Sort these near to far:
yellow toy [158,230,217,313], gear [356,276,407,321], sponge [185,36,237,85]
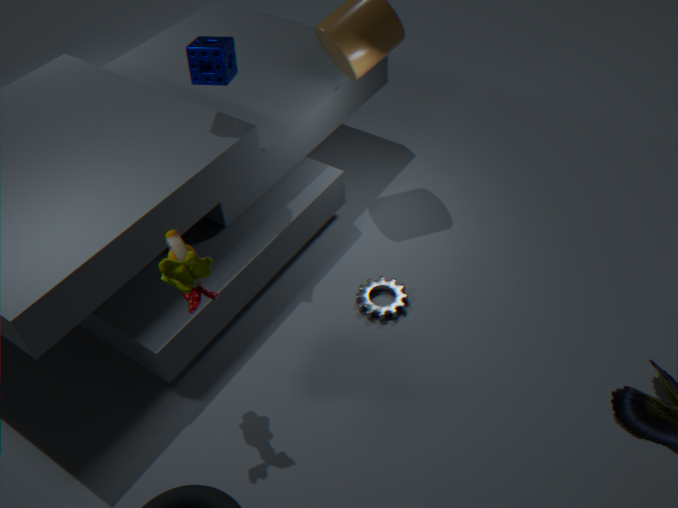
yellow toy [158,230,217,313] < sponge [185,36,237,85] < gear [356,276,407,321]
